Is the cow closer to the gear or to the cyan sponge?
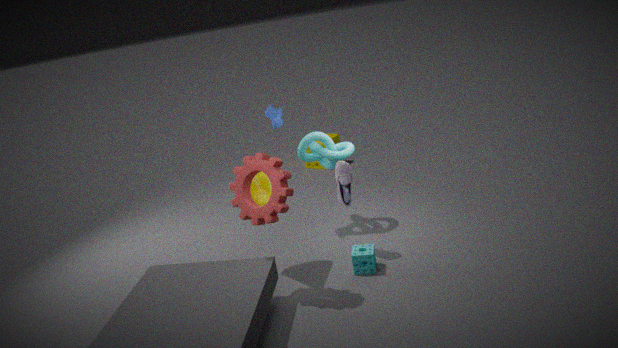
the gear
